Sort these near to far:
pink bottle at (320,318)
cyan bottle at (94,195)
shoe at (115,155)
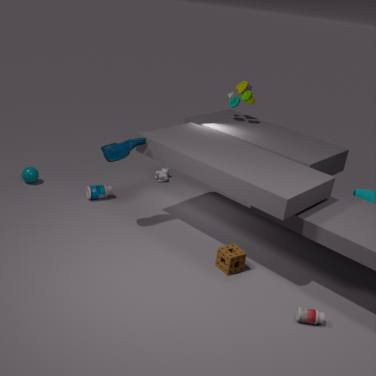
pink bottle at (320,318) < shoe at (115,155) < cyan bottle at (94,195)
